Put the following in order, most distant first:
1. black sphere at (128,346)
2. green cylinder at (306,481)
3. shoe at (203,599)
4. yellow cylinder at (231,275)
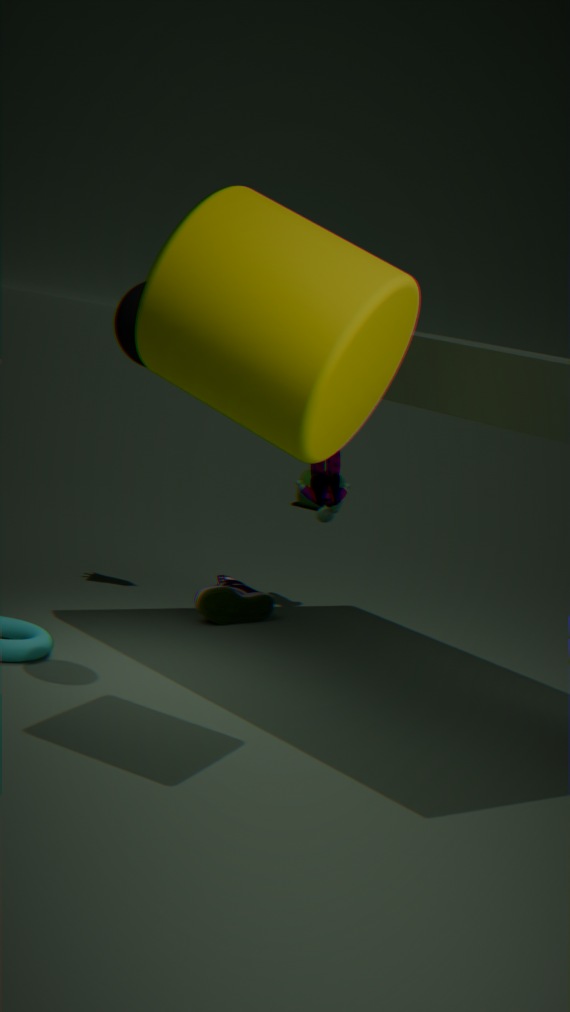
green cylinder at (306,481) → shoe at (203,599) → black sphere at (128,346) → yellow cylinder at (231,275)
